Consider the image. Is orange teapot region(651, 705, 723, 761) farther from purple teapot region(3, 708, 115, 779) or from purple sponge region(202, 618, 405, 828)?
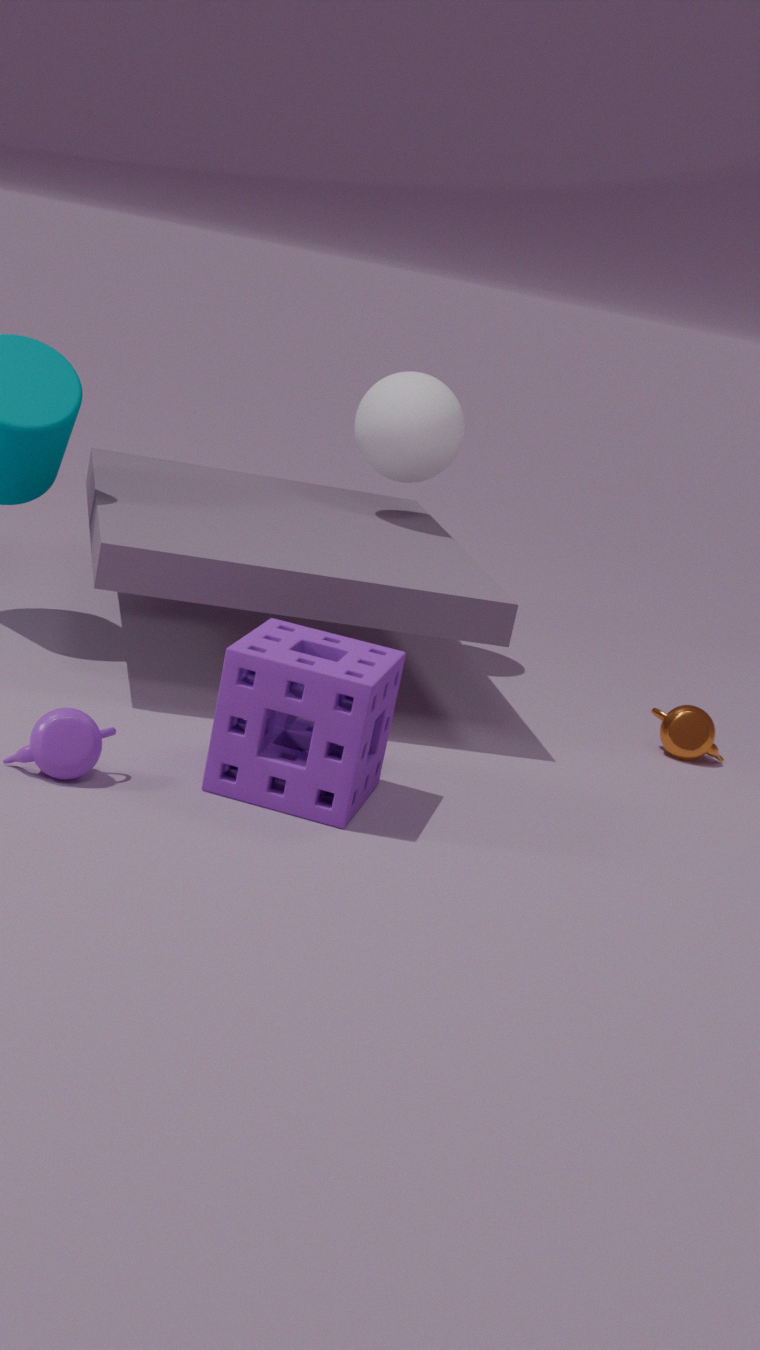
purple teapot region(3, 708, 115, 779)
